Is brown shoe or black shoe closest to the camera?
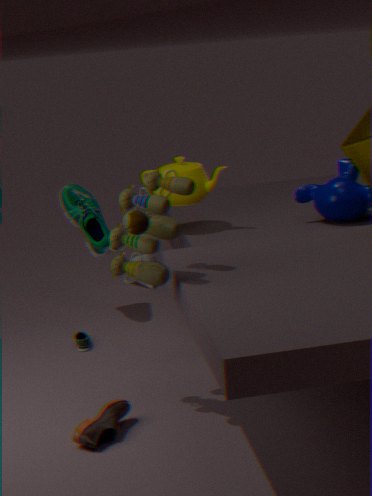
brown shoe
